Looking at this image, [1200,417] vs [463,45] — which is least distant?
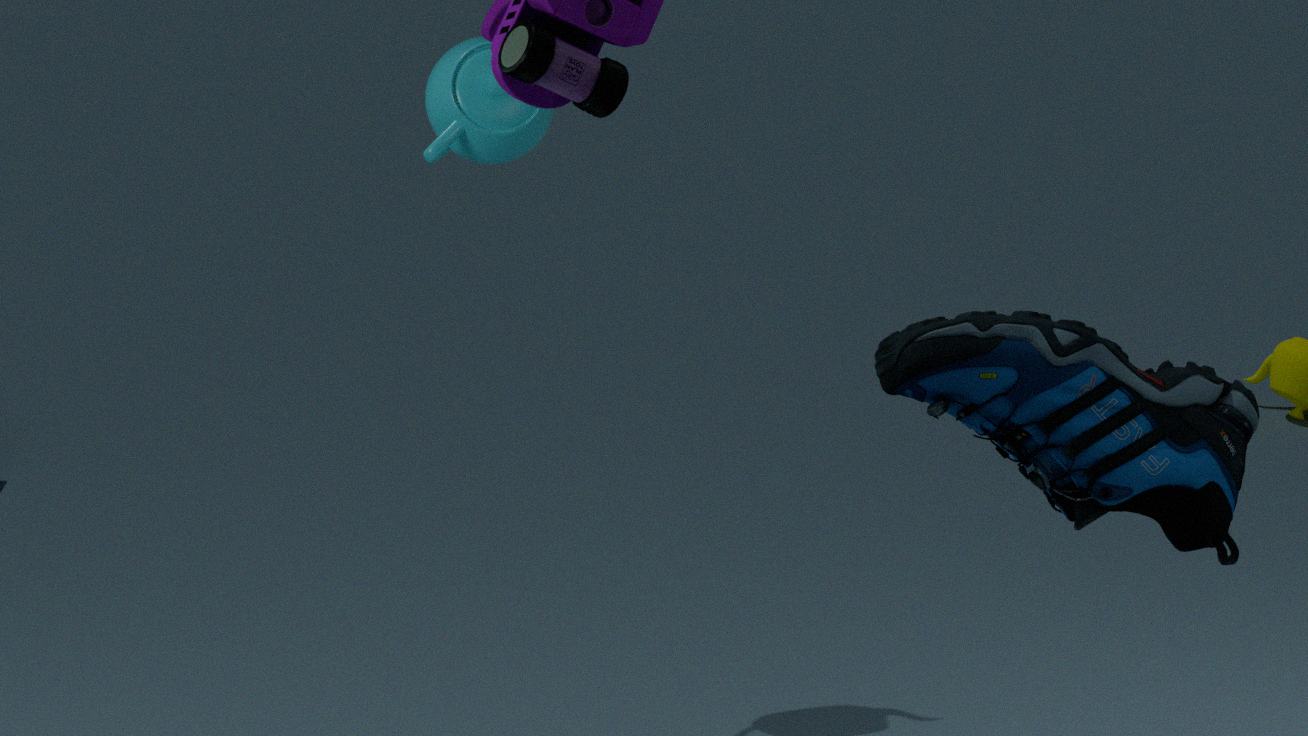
[1200,417]
